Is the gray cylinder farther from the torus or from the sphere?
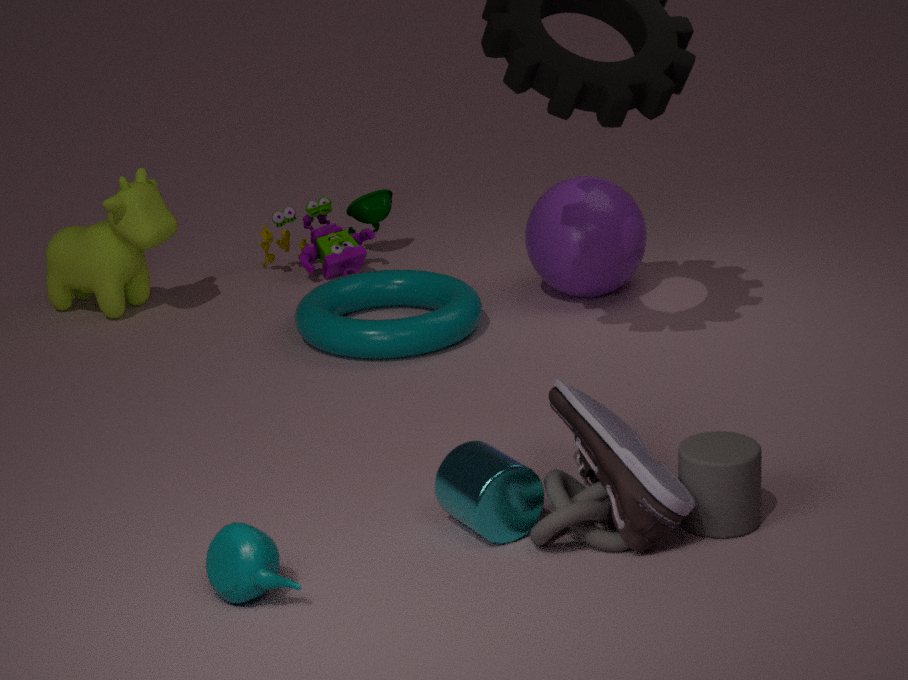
the sphere
